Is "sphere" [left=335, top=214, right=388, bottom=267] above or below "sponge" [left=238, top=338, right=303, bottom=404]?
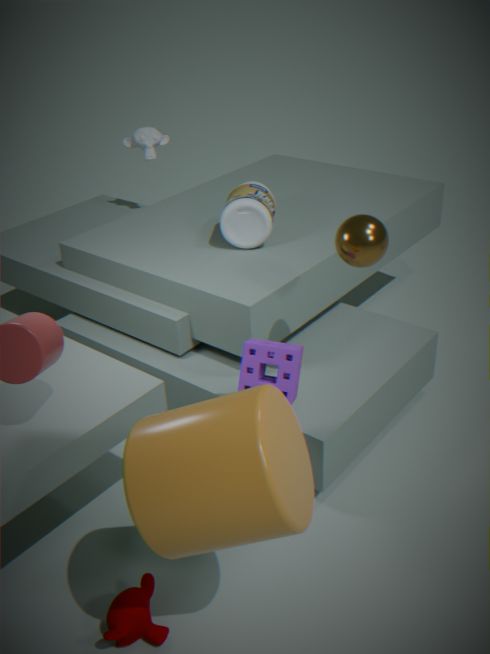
above
